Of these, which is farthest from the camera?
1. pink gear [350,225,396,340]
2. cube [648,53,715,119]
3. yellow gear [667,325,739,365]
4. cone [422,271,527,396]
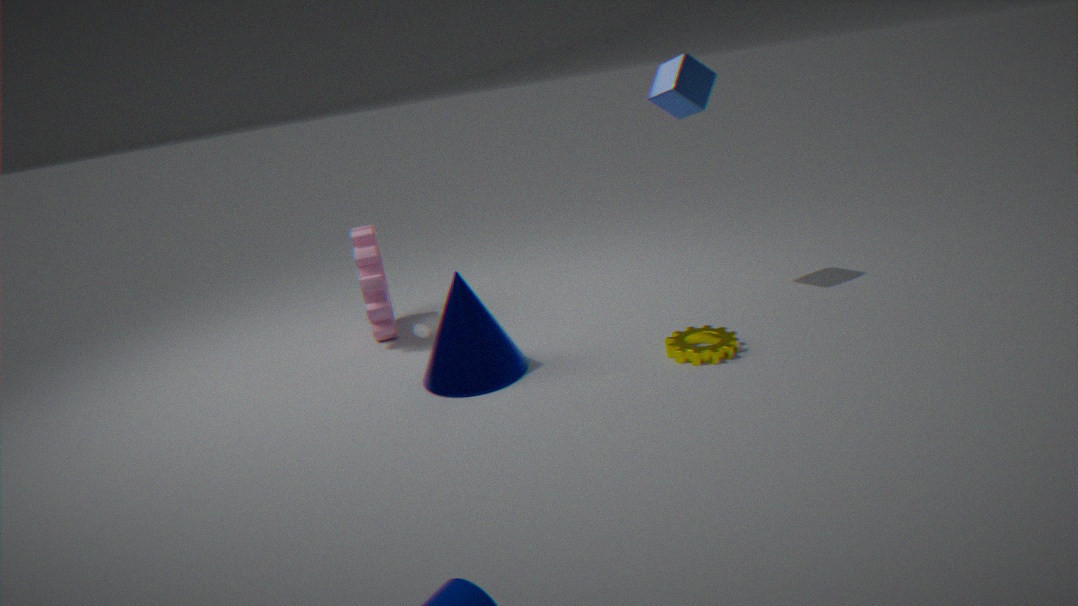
pink gear [350,225,396,340]
